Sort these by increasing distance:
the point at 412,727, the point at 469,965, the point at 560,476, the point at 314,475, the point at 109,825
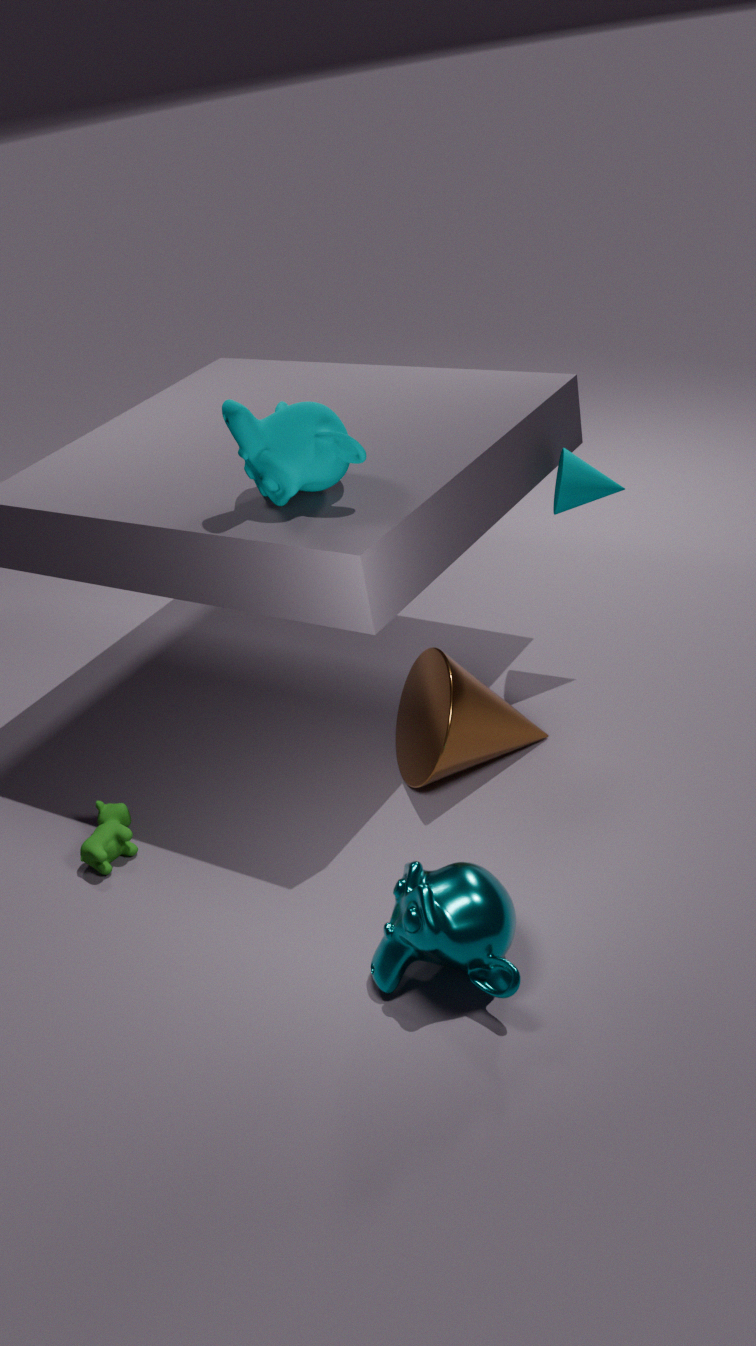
the point at 469,965, the point at 314,475, the point at 109,825, the point at 412,727, the point at 560,476
